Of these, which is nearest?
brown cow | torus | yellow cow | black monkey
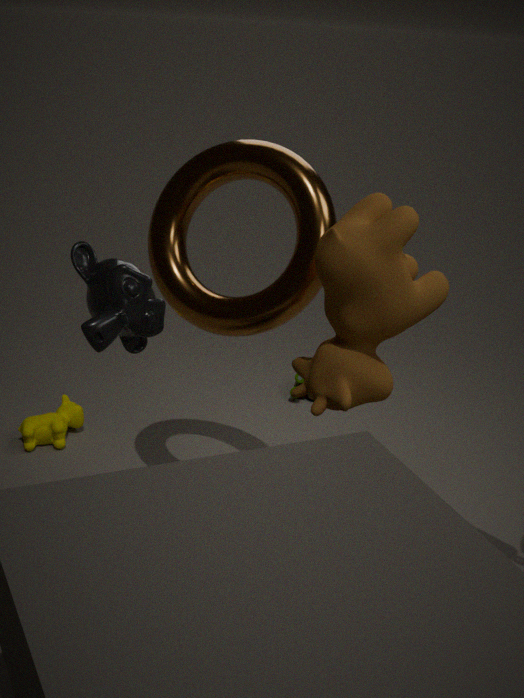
black monkey
